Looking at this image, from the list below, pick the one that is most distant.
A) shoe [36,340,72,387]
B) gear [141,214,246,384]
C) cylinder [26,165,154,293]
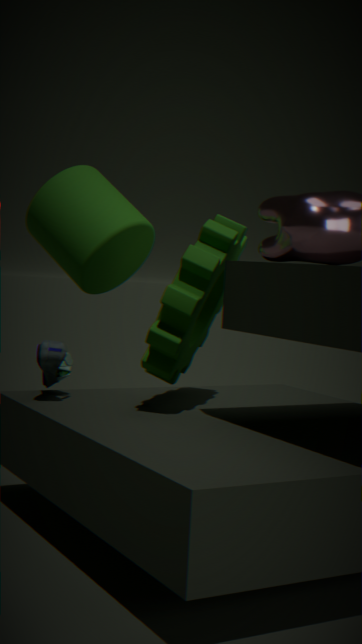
cylinder [26,165,154,293]
